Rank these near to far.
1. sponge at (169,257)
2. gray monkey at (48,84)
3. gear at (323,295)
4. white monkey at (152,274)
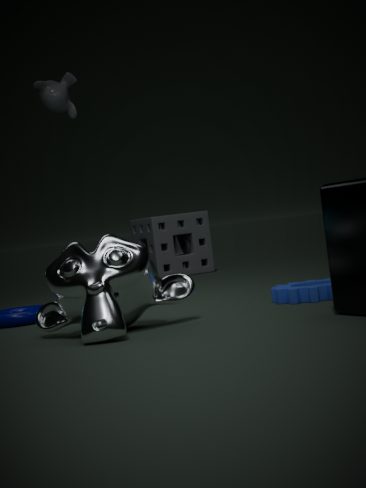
white monkey at (152,274) < gear at (323,295) < gray monkey at (48,84) < sponge at (169,257)
